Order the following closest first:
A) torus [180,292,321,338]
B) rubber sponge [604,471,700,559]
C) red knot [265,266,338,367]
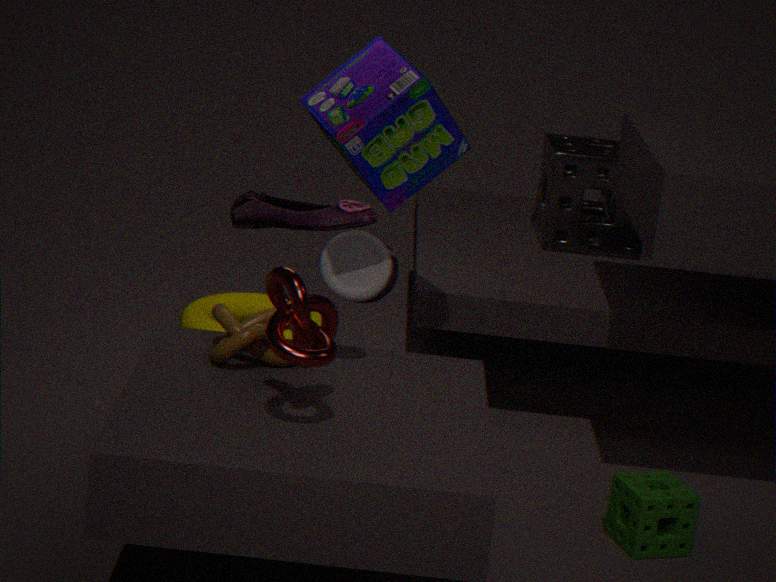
1. red knot [265,266,338,367]
2. rubber sponge [604,471,700,559]
3. torus [180,292,321,338]
